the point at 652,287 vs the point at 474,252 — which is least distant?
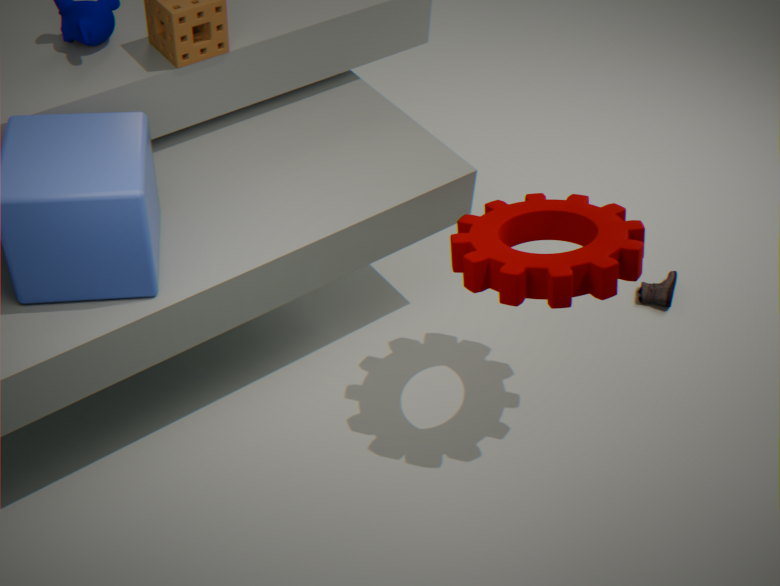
the point at 474,252
